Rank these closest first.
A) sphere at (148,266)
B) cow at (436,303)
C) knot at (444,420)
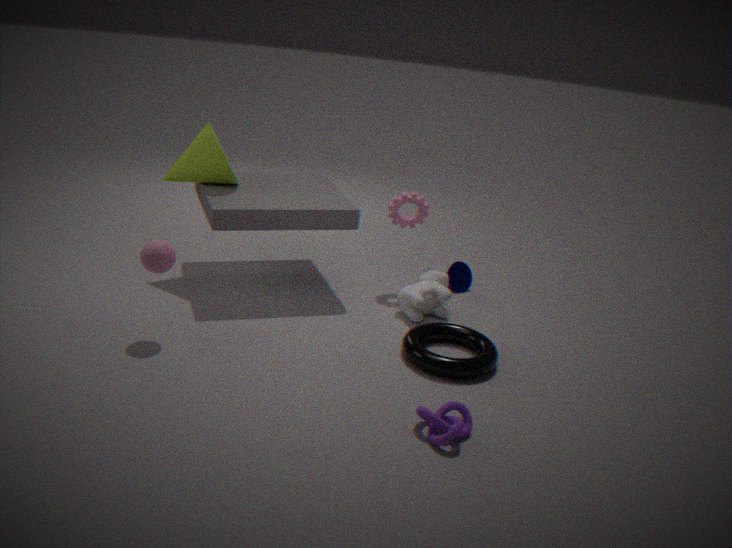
knot at (444,420) → sphere at (148,266) → cow at (436,303)
